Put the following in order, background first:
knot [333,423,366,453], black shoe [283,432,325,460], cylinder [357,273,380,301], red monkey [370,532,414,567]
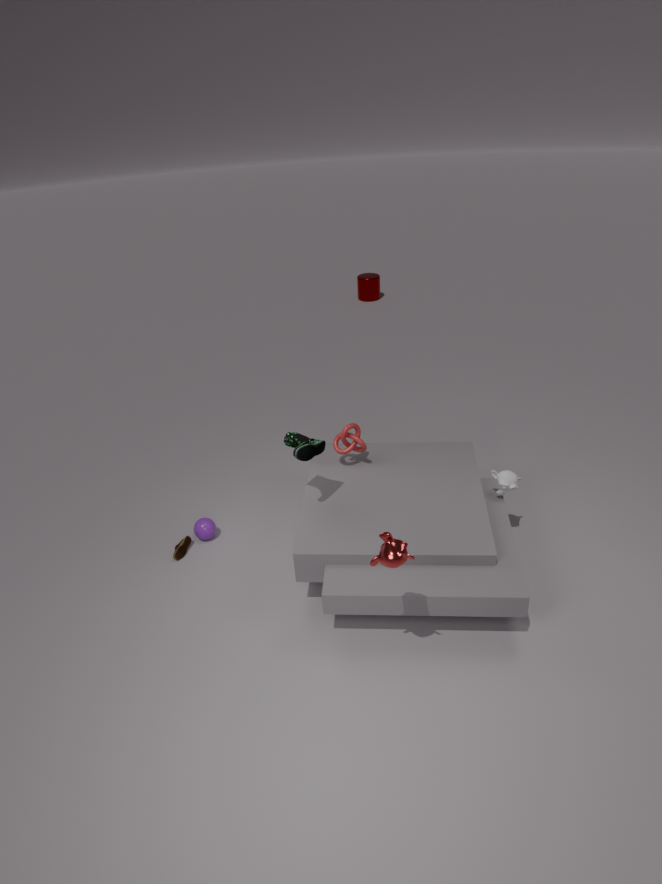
cylinder [357,273,380,301], knot [333,423,366,453], black shoe [283,432,325,460], red monkey [370,532,414,567]
